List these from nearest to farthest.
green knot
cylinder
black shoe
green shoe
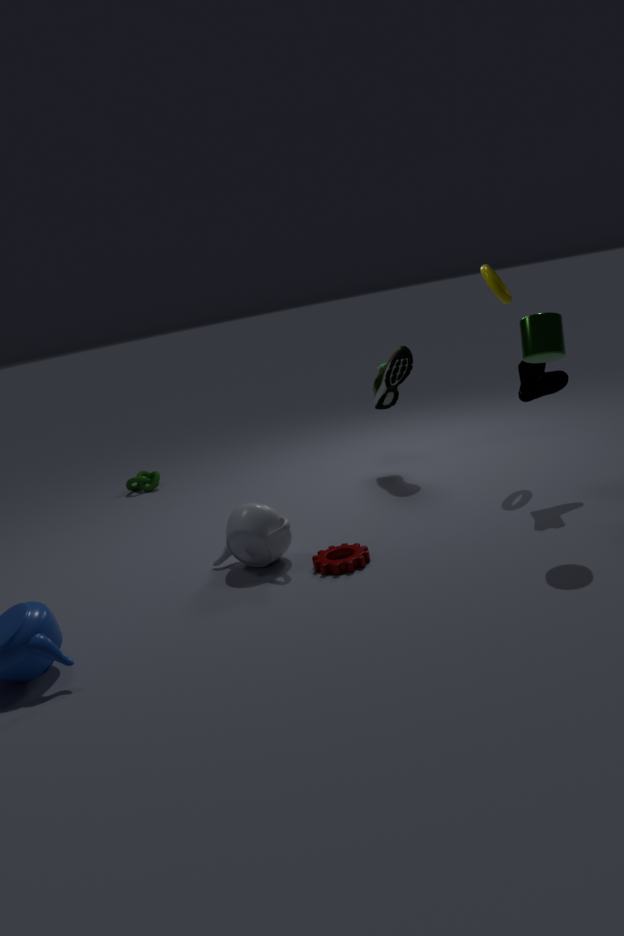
1. cylinder
2. black shoe
3. green shoe
4. green knot
